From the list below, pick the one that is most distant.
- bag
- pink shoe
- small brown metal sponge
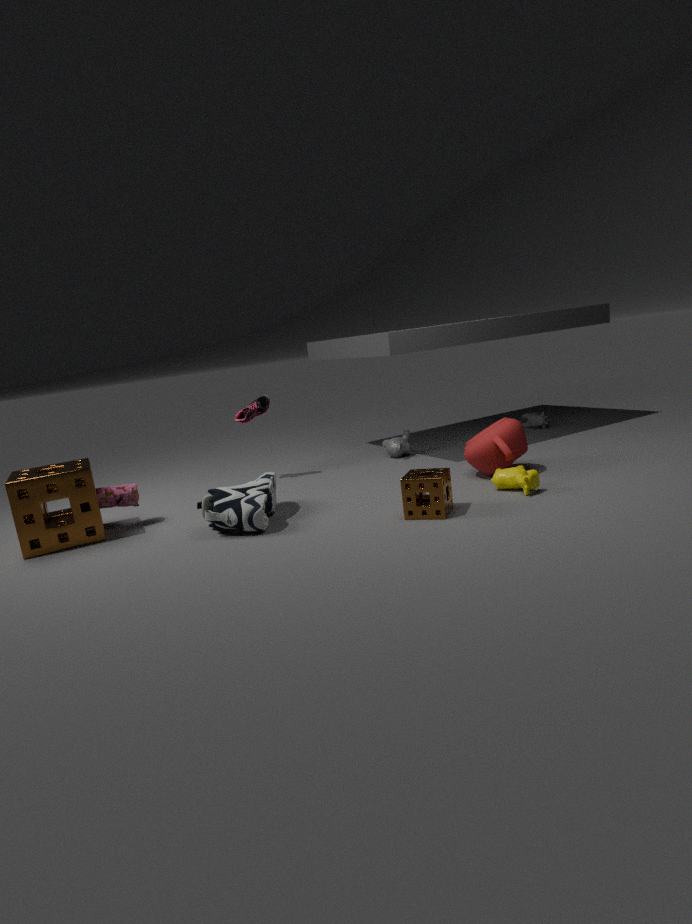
pink shoe
